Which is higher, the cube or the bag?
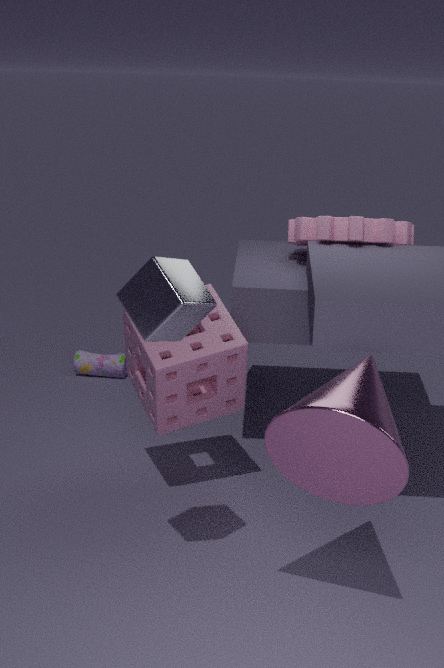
the cube
